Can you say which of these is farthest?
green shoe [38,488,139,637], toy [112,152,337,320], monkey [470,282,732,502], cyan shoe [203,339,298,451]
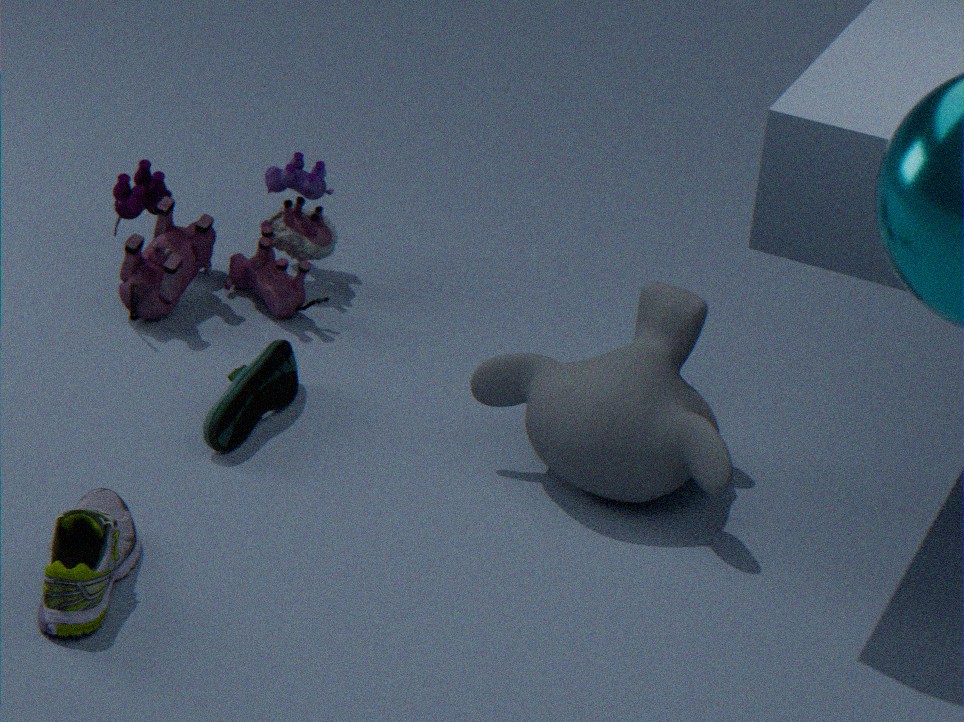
toy [112,152,337,320]
